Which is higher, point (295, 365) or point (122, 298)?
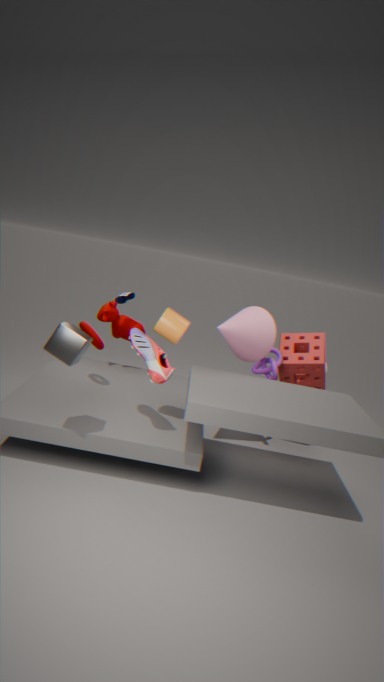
point (122, 298)
